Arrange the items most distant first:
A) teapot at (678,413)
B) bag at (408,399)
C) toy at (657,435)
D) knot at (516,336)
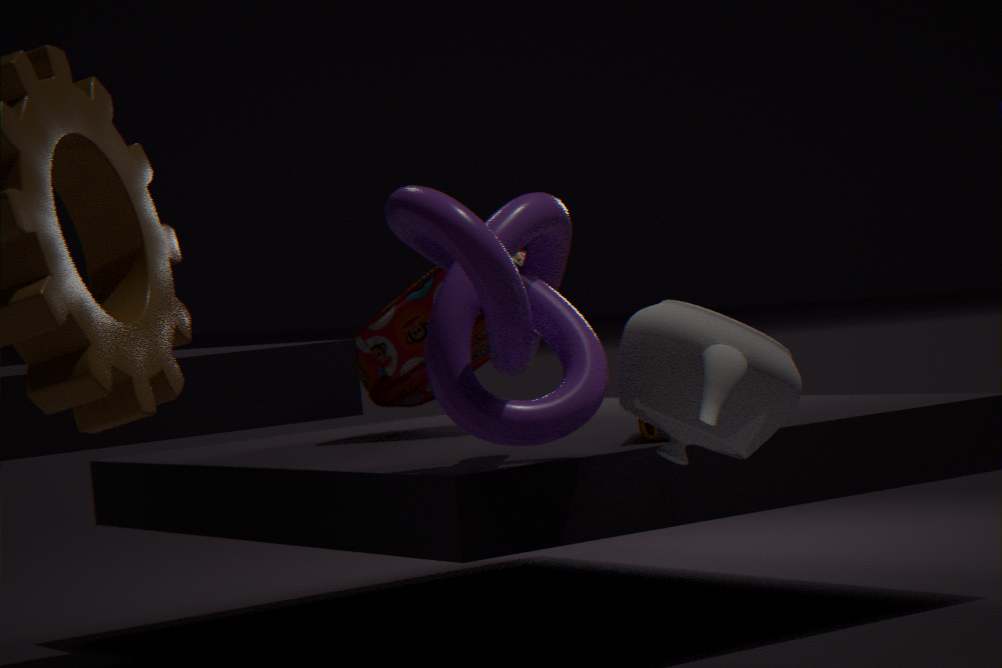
bag at (408,399), toy at (657,435), knot at (516,336), teapot at (678,413)
